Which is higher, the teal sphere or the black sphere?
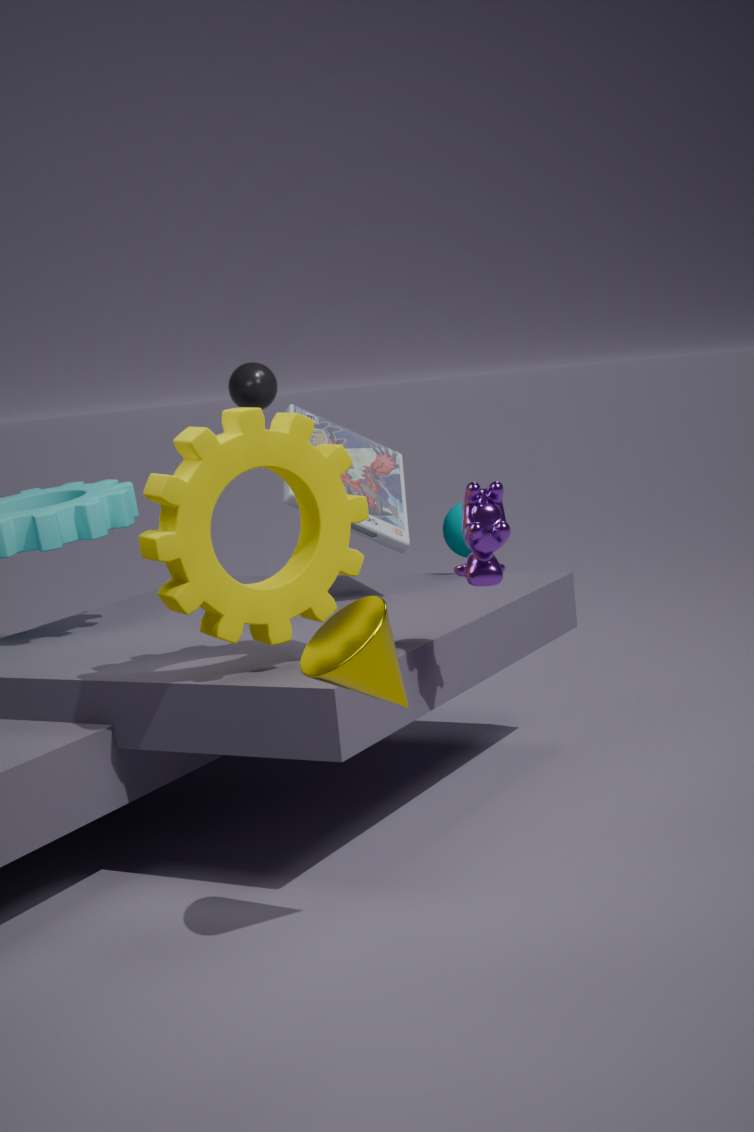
the black sphere
